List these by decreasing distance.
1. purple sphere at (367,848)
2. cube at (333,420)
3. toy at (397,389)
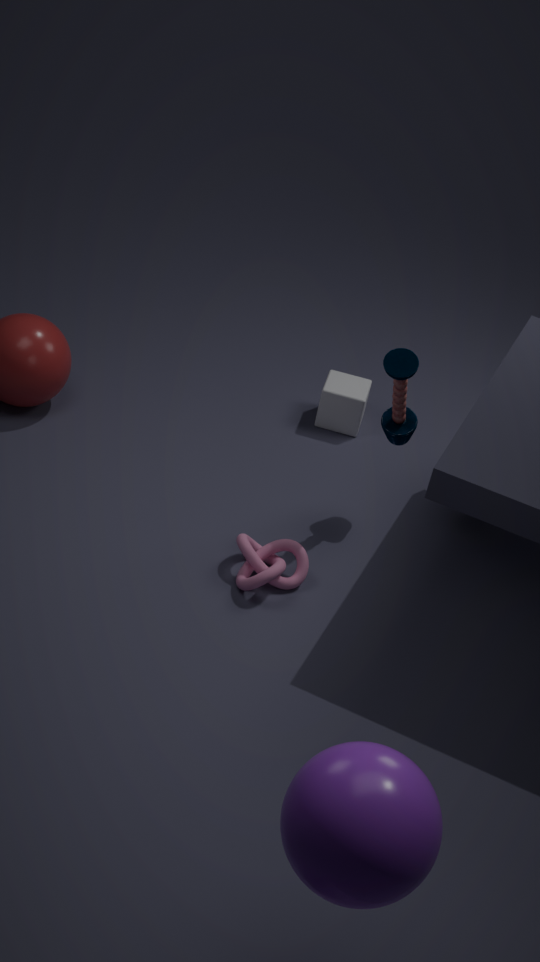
cube at (333,420), toy at (397,389), purple sphere at (367,848)
